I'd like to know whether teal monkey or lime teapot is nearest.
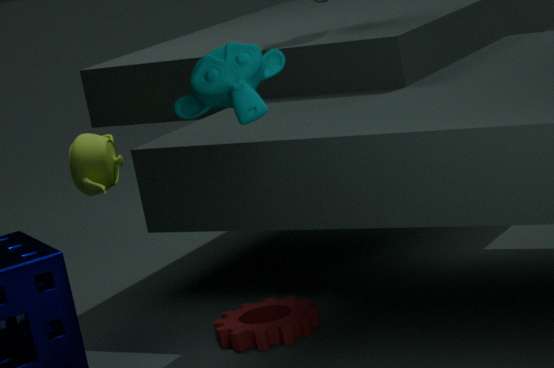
teal monkey
